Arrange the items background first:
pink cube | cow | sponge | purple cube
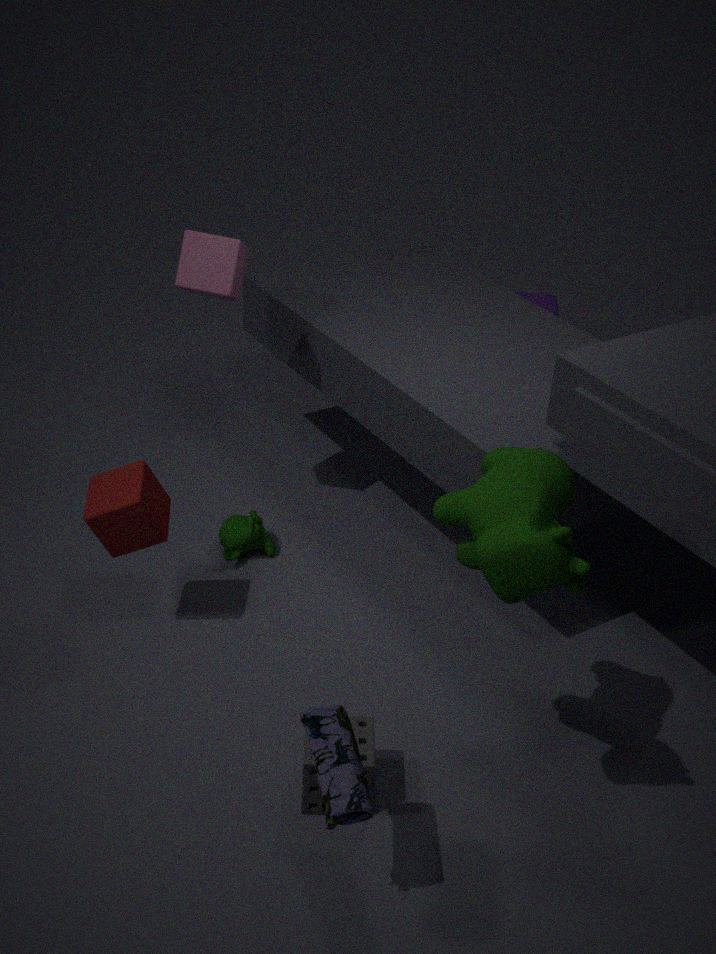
purple cube, pink cube, sponge, cow
